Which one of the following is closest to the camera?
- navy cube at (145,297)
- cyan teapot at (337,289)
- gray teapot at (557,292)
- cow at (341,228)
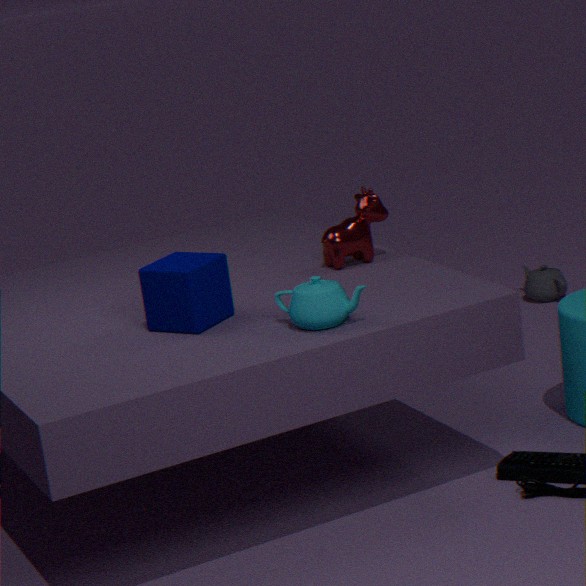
cyan teapot at (337,289)
